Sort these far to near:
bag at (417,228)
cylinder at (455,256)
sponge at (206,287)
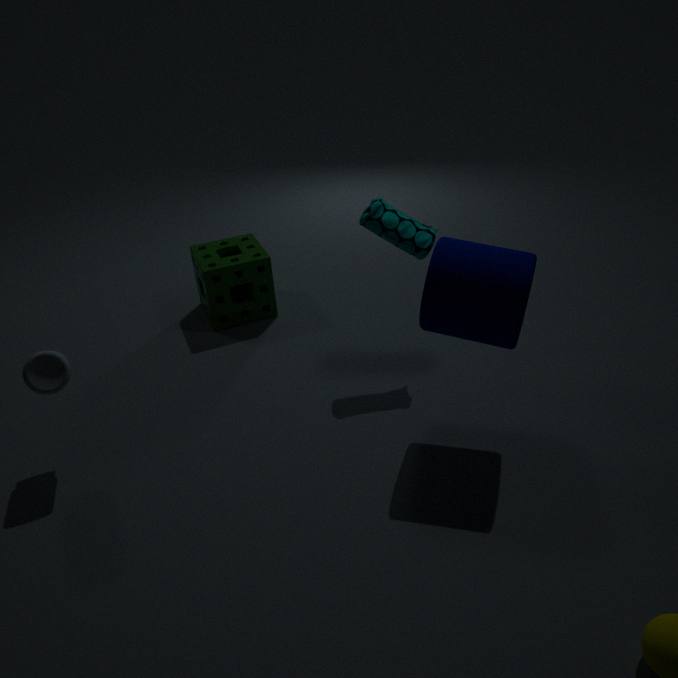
sponge at (206,287)
bag at (417,228)
cylinder at (455,256)
